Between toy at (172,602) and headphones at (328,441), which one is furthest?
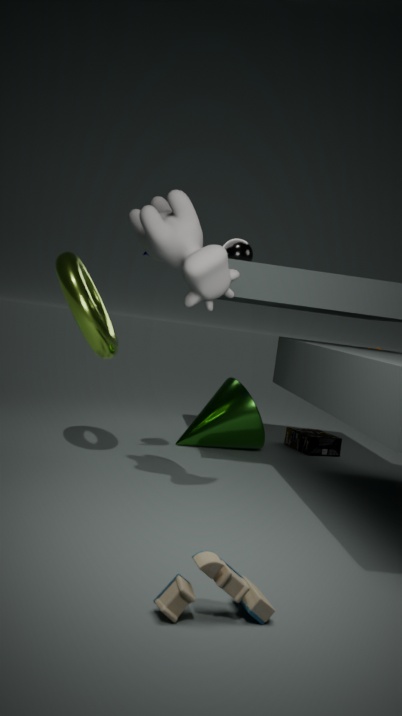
headphones at (328,441)
